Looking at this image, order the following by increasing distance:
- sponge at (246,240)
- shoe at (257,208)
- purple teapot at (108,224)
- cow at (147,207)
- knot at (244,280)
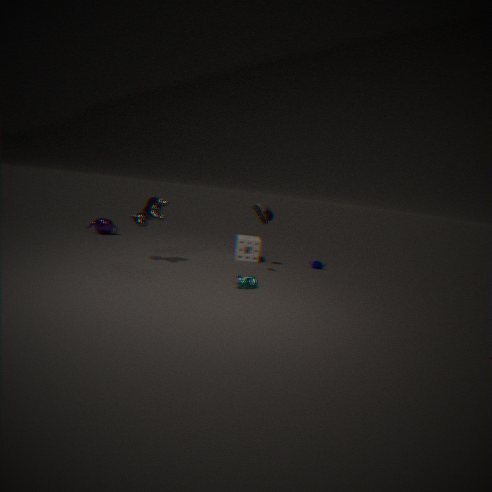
knot at (244,280) < cow at (147,207) < shoe at (257,208) < sponge at (246,240) < purple teapot at (108,224)
